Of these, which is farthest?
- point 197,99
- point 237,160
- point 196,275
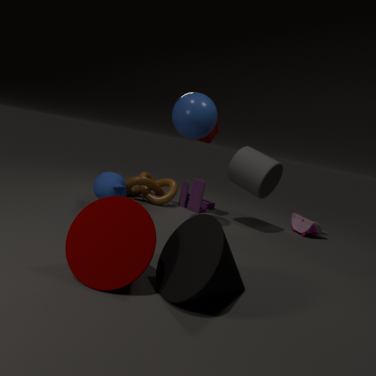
point 237,160
